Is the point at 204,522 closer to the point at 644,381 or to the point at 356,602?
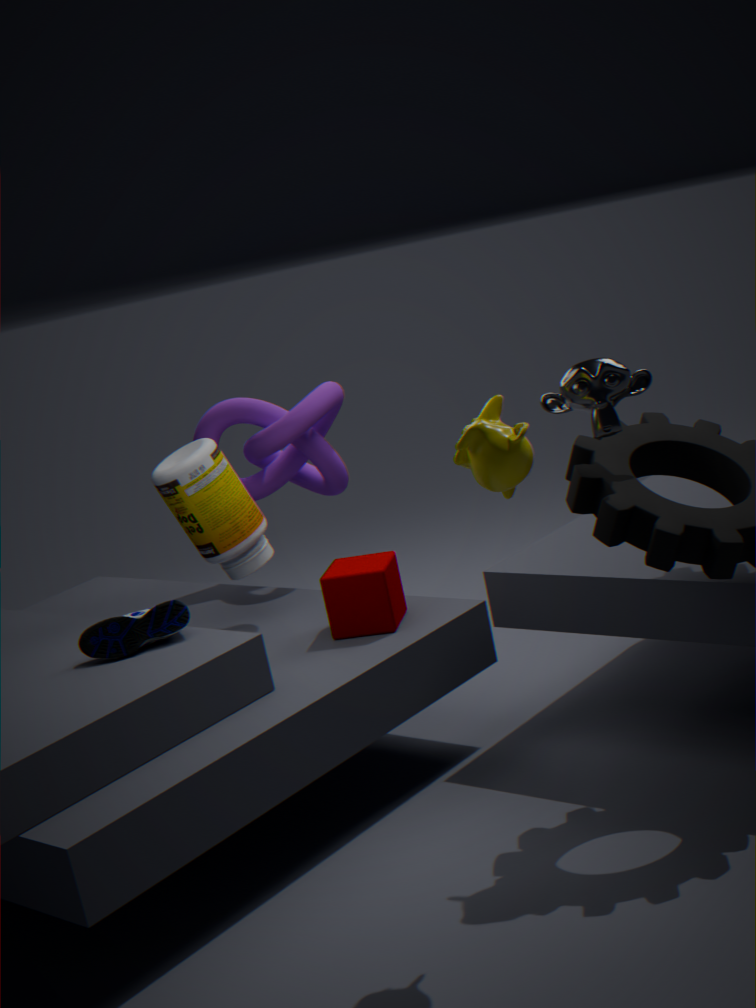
the point at 356,602
